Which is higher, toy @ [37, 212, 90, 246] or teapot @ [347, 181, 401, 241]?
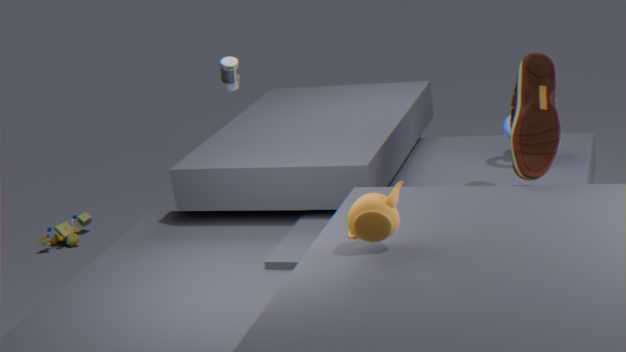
teapot @ [347, 181, 401, 241]
